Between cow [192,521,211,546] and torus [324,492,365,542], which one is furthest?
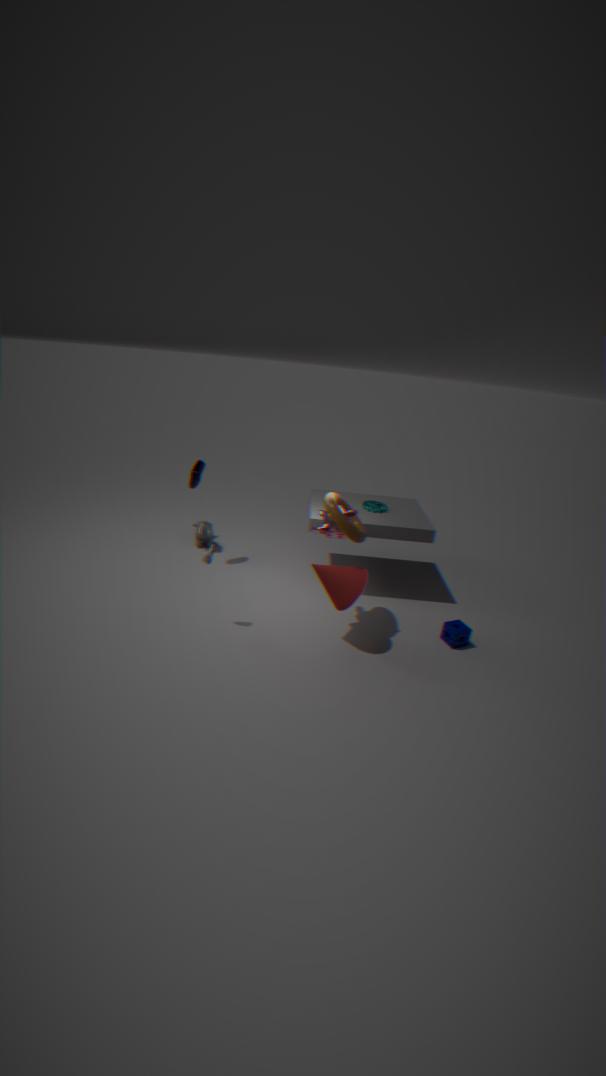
cow [192,521,211,546]
